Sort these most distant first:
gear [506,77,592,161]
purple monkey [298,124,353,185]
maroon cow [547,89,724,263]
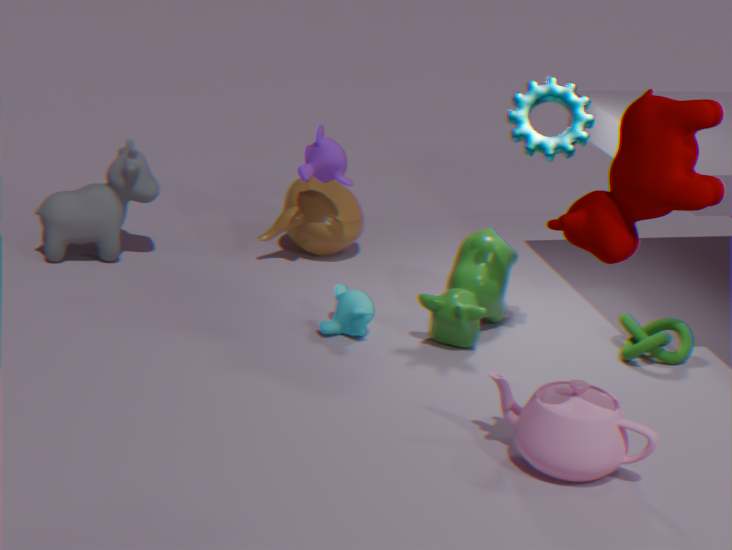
purple monkey [298,124,353,185] < gear [506,77,592,161] < maroon cow [547,89,724,263]
